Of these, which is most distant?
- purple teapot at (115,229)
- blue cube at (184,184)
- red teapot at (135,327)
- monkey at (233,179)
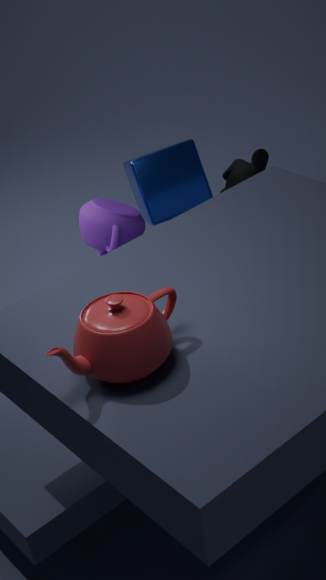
monkey at (233,179)
